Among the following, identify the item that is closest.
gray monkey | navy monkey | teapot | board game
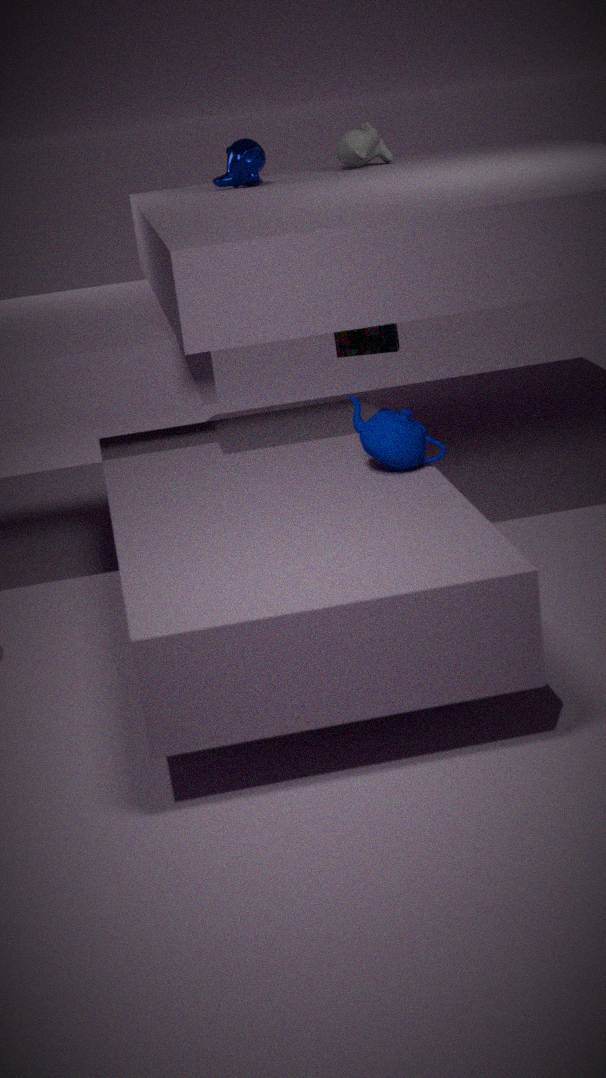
teapot
